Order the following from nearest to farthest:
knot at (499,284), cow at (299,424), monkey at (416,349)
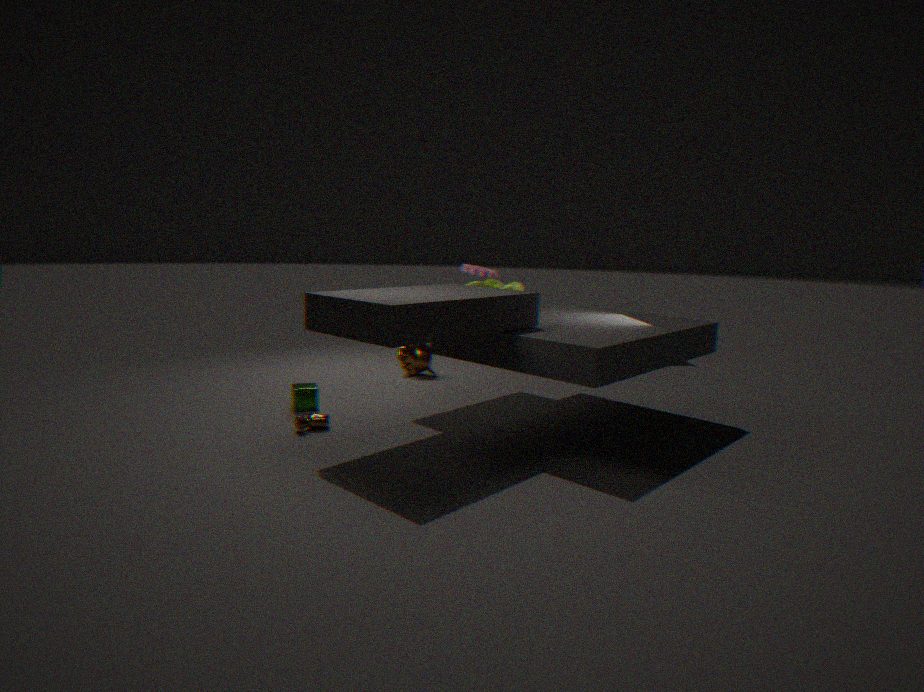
1. cow at (299,424)
2. knot at (499,284)
3. monkey at (416,349)
